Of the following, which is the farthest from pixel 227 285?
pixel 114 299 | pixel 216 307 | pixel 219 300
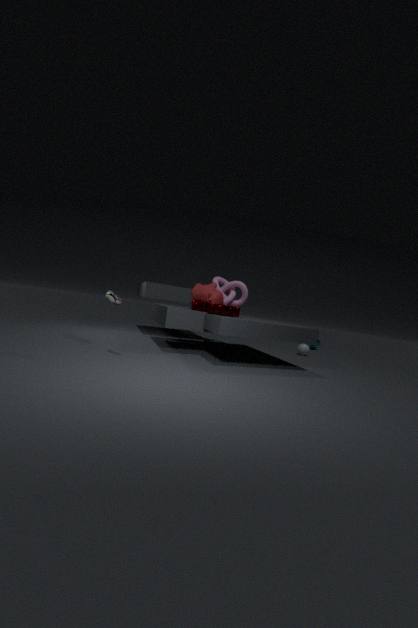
pixel 114 299
